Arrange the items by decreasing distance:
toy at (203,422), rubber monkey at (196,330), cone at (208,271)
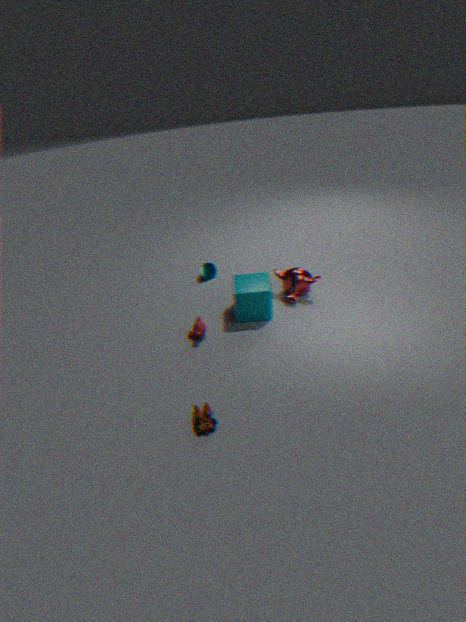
cone at (208,271)
rubber monkey at (196,330)
toy at (203,422)
